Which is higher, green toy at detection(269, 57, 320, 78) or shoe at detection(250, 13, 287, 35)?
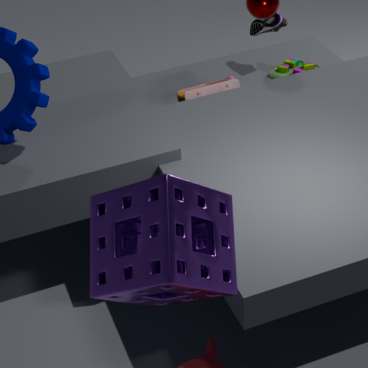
shoe at detection(250, 13, 287, 35)
